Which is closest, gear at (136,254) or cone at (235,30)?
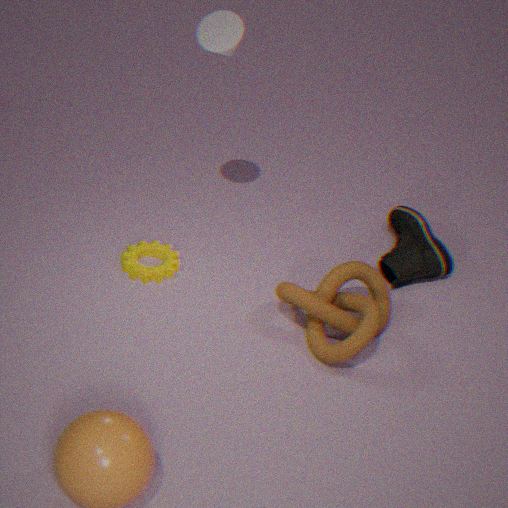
cone at (235,30)
